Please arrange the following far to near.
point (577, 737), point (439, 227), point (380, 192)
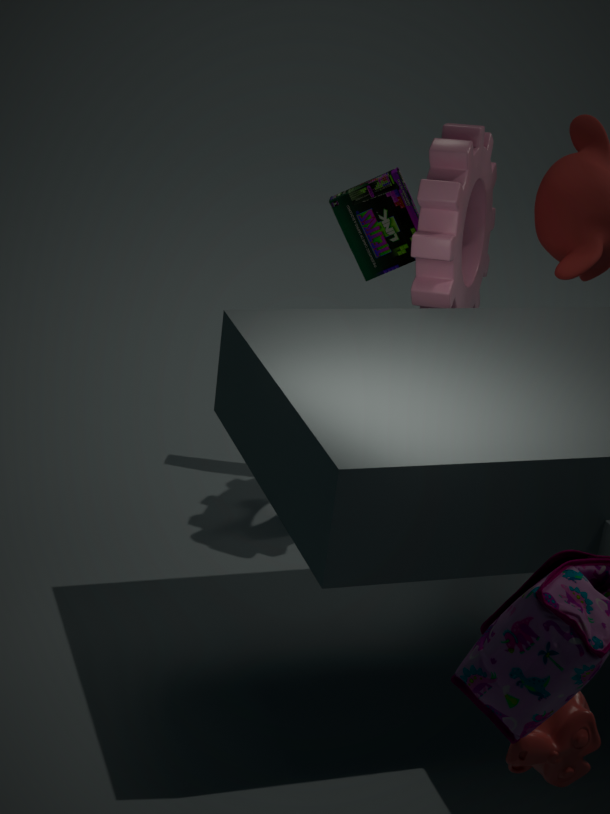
point (380, 192) → point (439, 227) → point (577, 737)
